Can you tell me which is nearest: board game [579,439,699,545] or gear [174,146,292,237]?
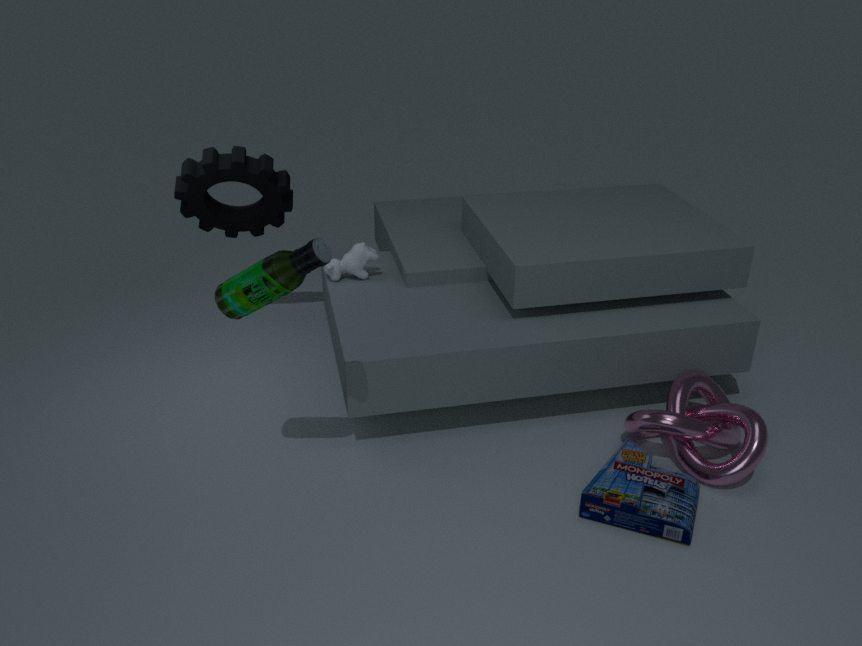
board game [579,439,699,545]
